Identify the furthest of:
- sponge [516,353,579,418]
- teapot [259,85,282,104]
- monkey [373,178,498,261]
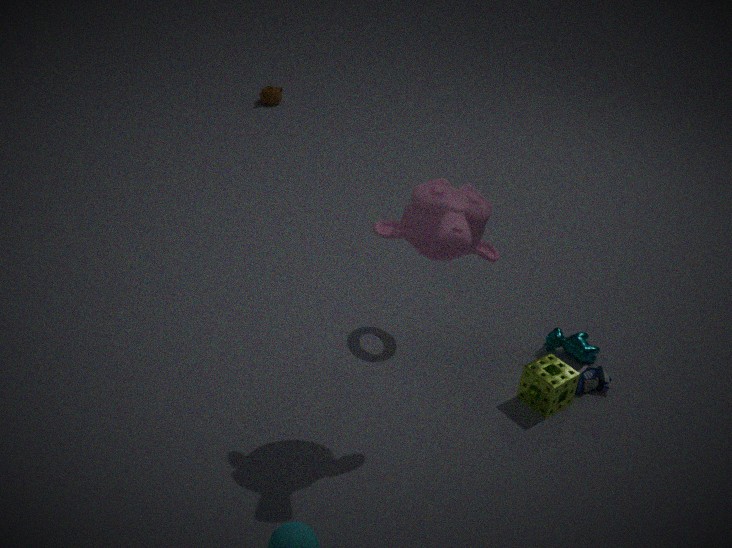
teapot [259,85,282,104]
